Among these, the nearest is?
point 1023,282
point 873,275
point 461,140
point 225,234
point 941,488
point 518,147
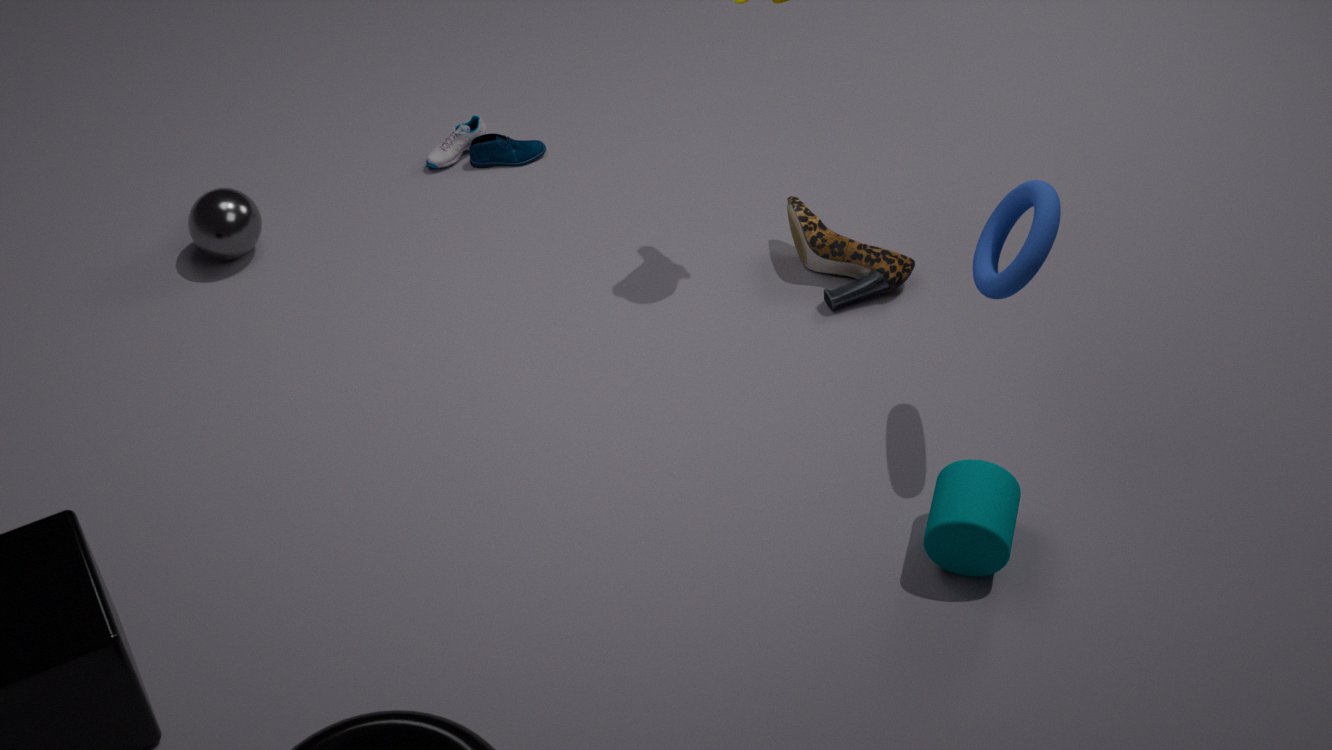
point 1023,282
